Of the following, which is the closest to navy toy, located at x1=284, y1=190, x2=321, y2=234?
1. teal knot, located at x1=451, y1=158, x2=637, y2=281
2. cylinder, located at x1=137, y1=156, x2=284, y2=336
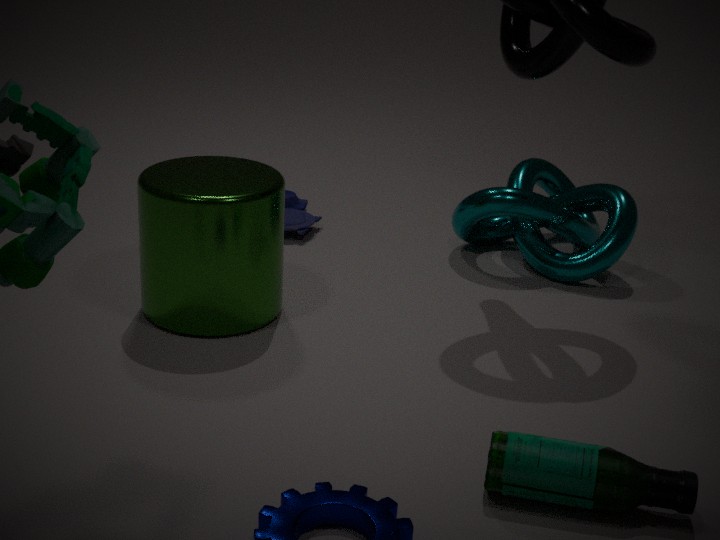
cylinder, located at x1=137, y1=156, x2=284, y2=336
